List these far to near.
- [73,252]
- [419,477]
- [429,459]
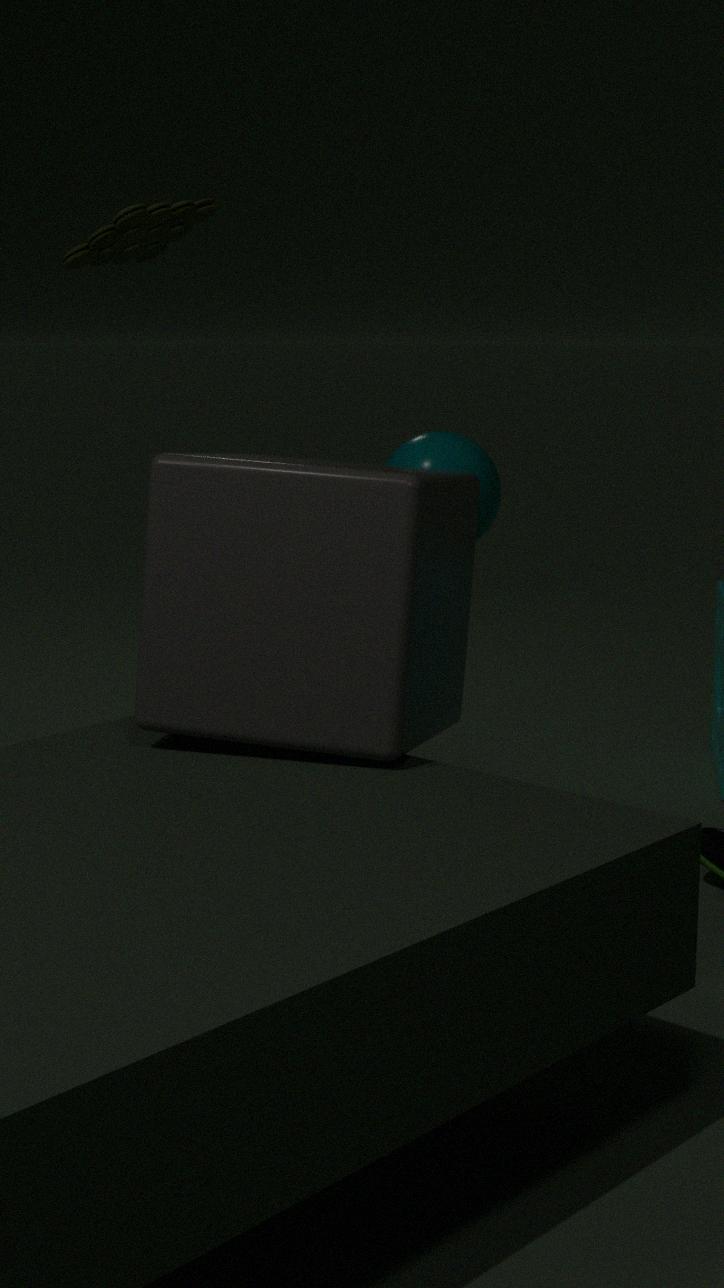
1. [73,252]
2. [429,459]
3. [419,477]
